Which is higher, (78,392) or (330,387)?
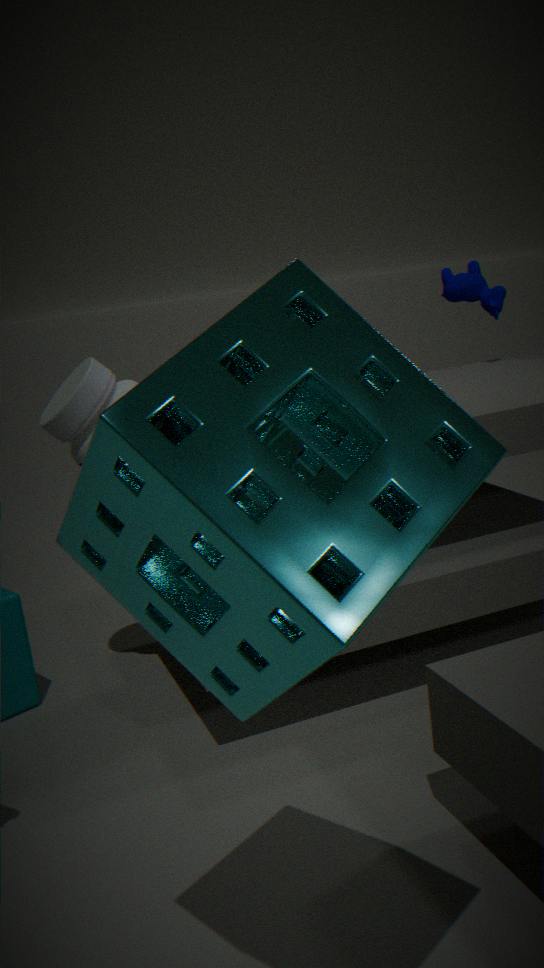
(330,387)
